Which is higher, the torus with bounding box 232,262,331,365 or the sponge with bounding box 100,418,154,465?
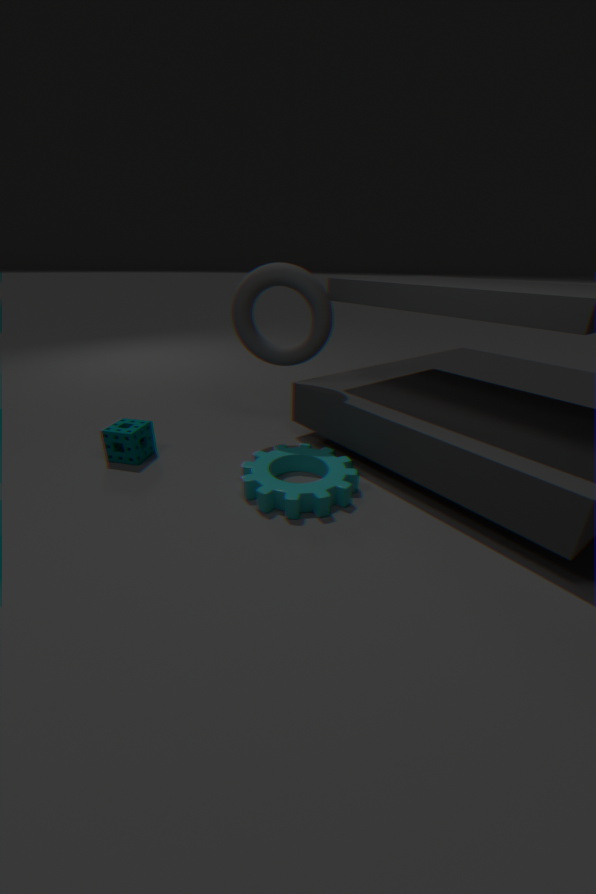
the torus with bounding box 232,262,331,365
